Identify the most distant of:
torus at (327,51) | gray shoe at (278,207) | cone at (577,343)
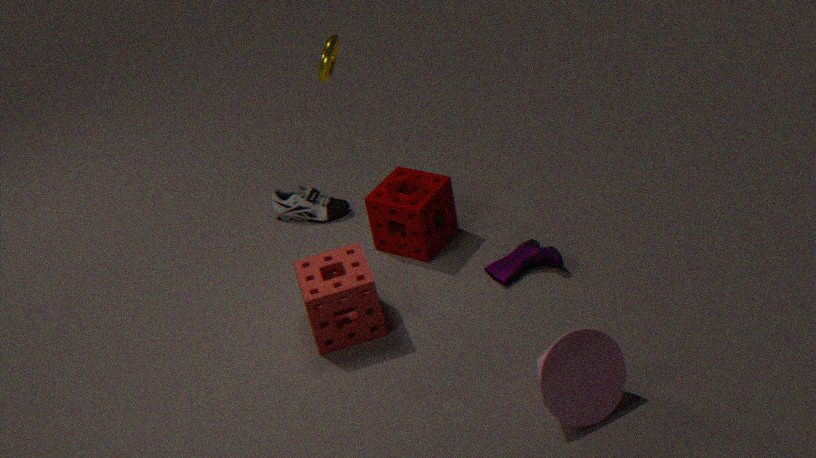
gray shoe at (278,207)
